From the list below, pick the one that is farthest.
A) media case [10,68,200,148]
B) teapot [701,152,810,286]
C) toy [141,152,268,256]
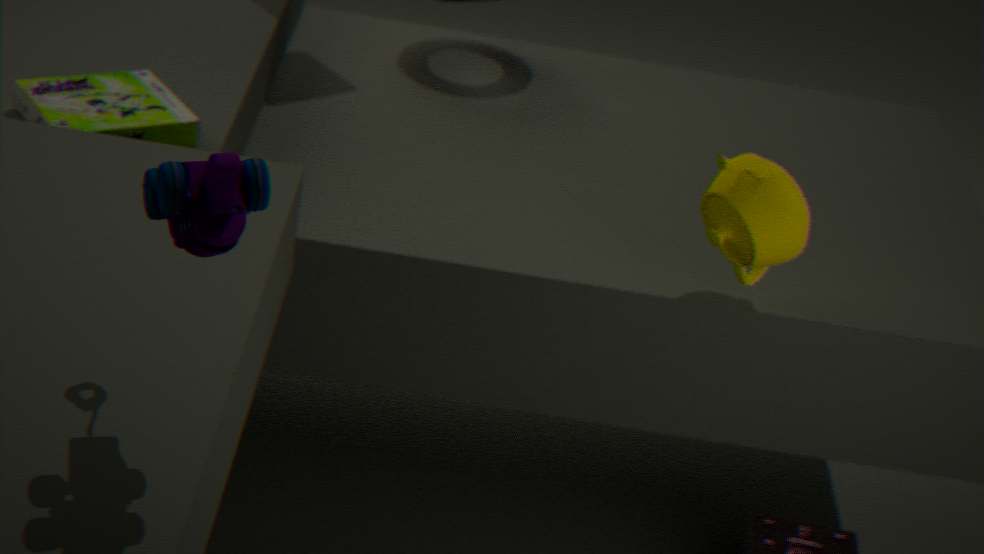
teapot [701,152,810,286]
